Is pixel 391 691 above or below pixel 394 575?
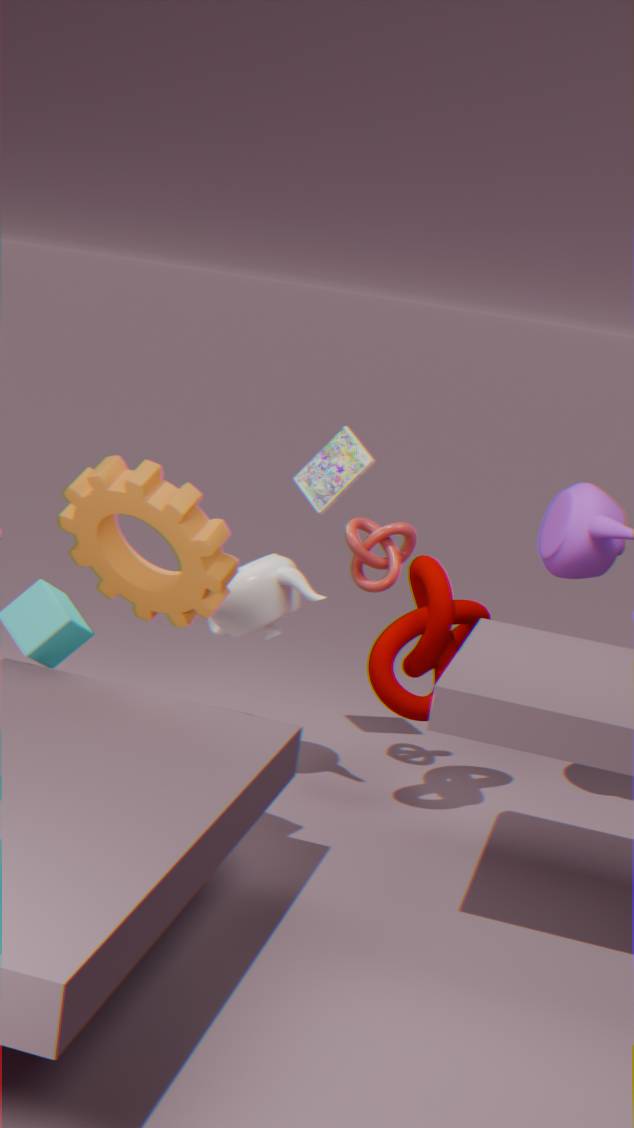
below
